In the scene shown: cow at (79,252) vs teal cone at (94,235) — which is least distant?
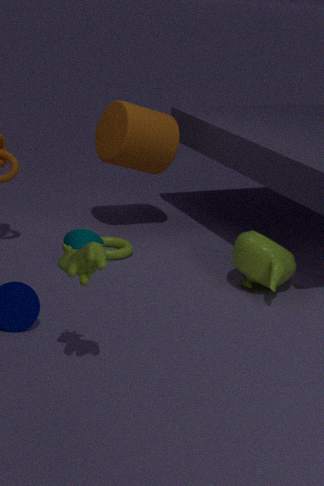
cow at (79,252)
